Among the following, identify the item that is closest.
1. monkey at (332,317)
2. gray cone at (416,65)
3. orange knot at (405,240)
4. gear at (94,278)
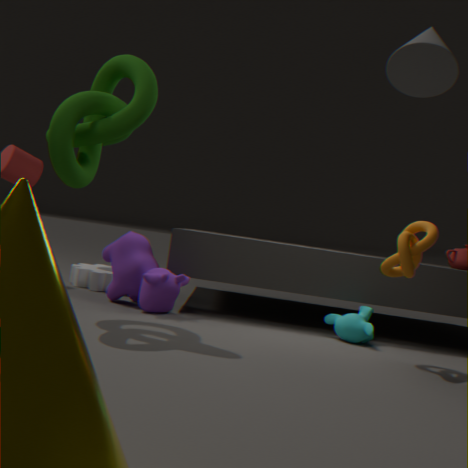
gray cone at (416,65)
